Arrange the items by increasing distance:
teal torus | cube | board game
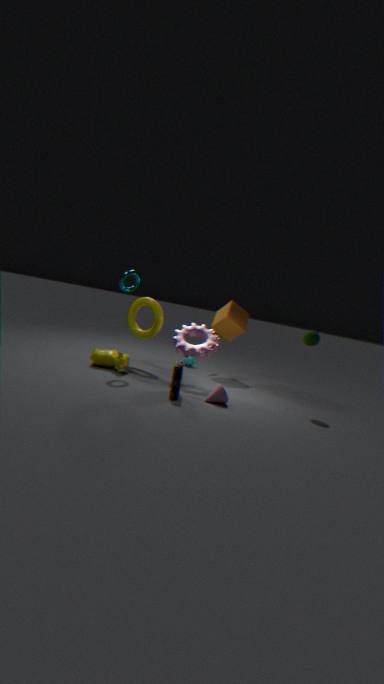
board game, teal torus, cube
